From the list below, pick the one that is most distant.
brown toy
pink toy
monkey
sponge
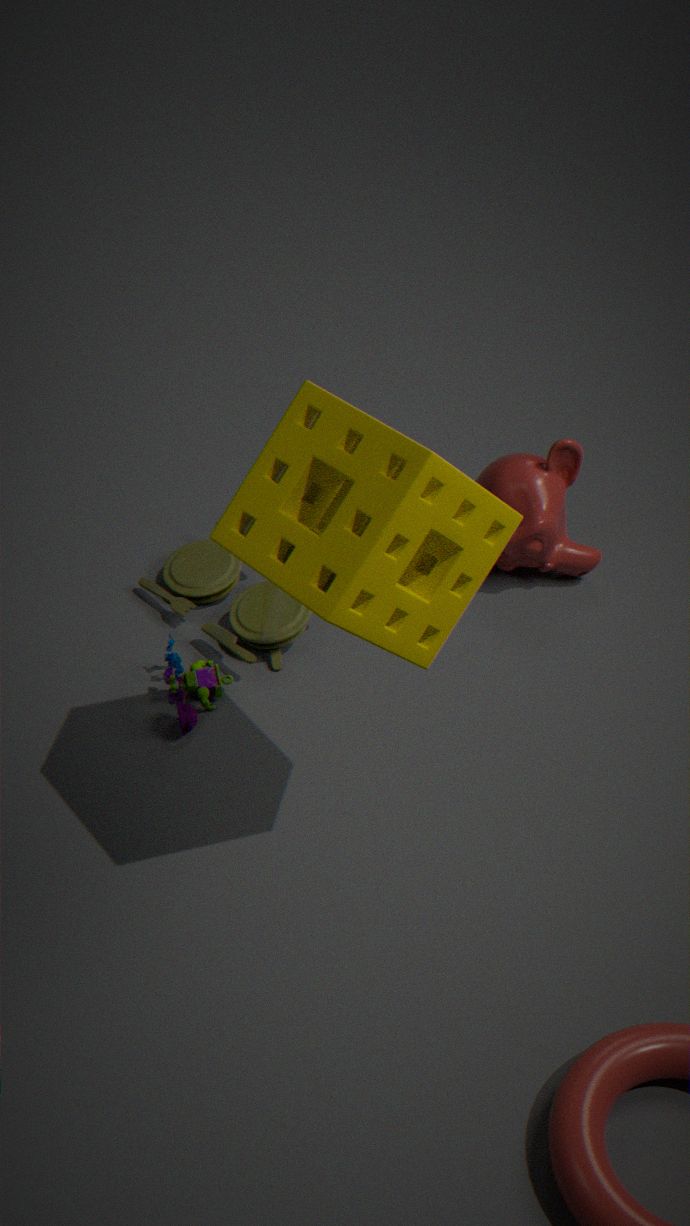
monkey
